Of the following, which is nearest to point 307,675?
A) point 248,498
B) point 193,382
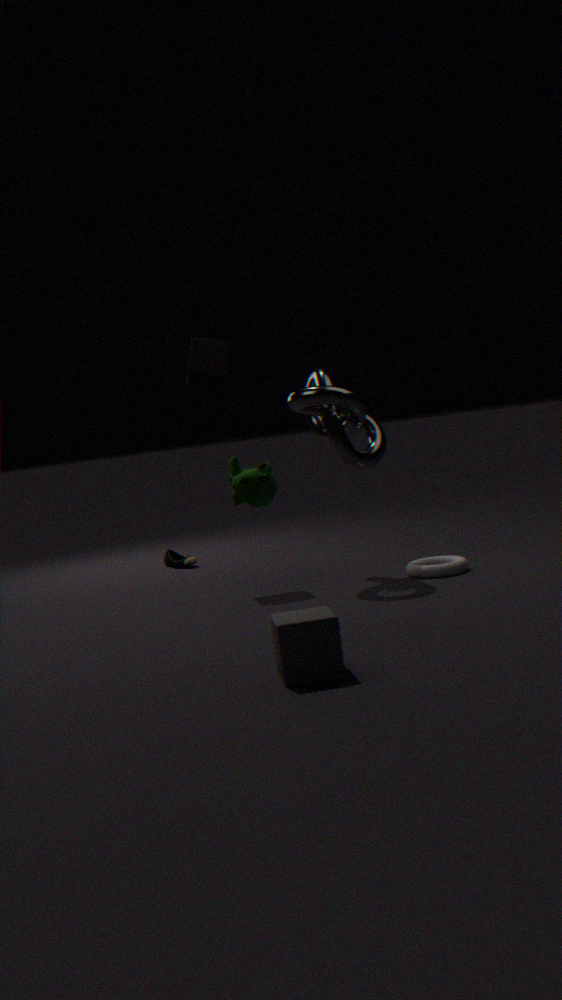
point 248,498
